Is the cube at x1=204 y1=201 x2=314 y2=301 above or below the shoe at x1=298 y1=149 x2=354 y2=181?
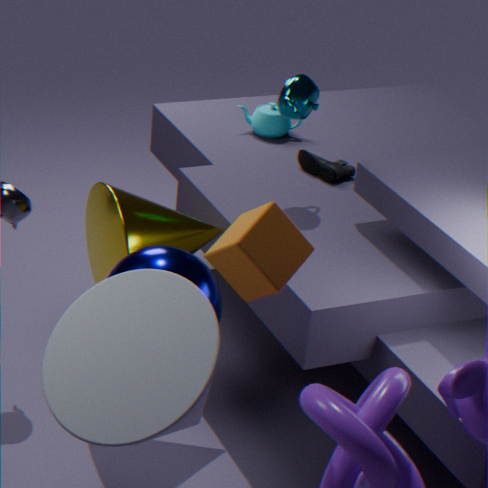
above
